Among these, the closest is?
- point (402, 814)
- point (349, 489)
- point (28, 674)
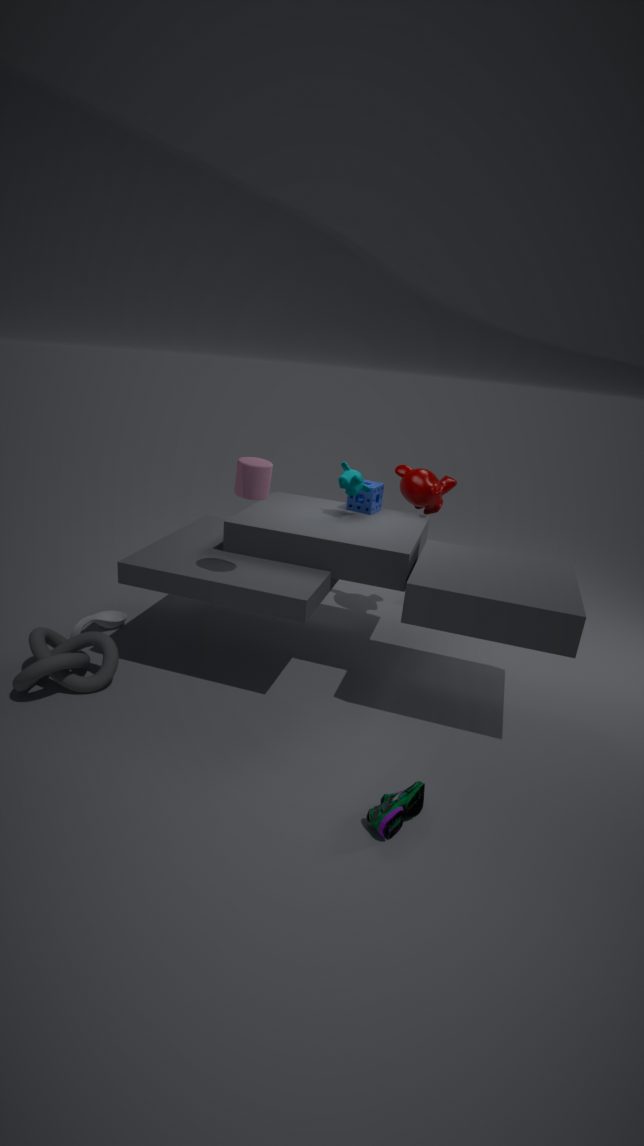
point (402, 814)
